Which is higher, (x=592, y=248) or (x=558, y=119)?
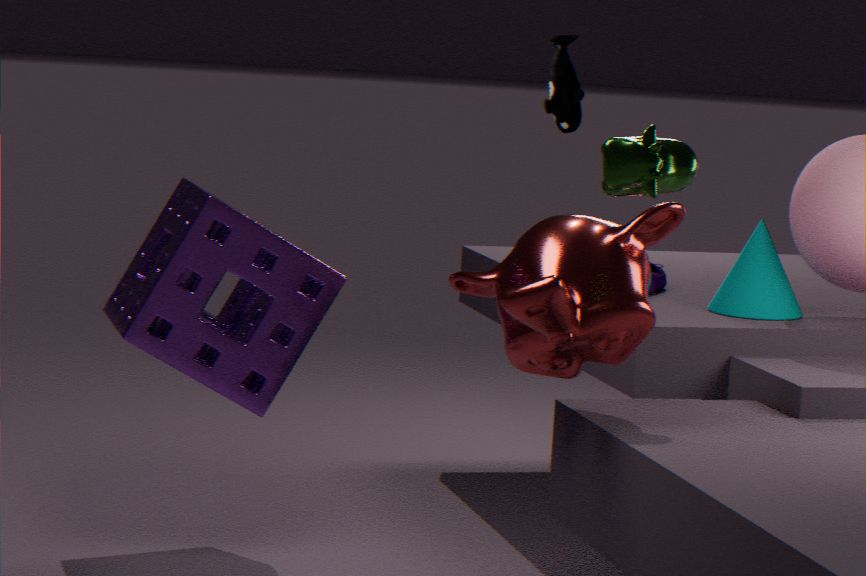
(x=558, y=119)
